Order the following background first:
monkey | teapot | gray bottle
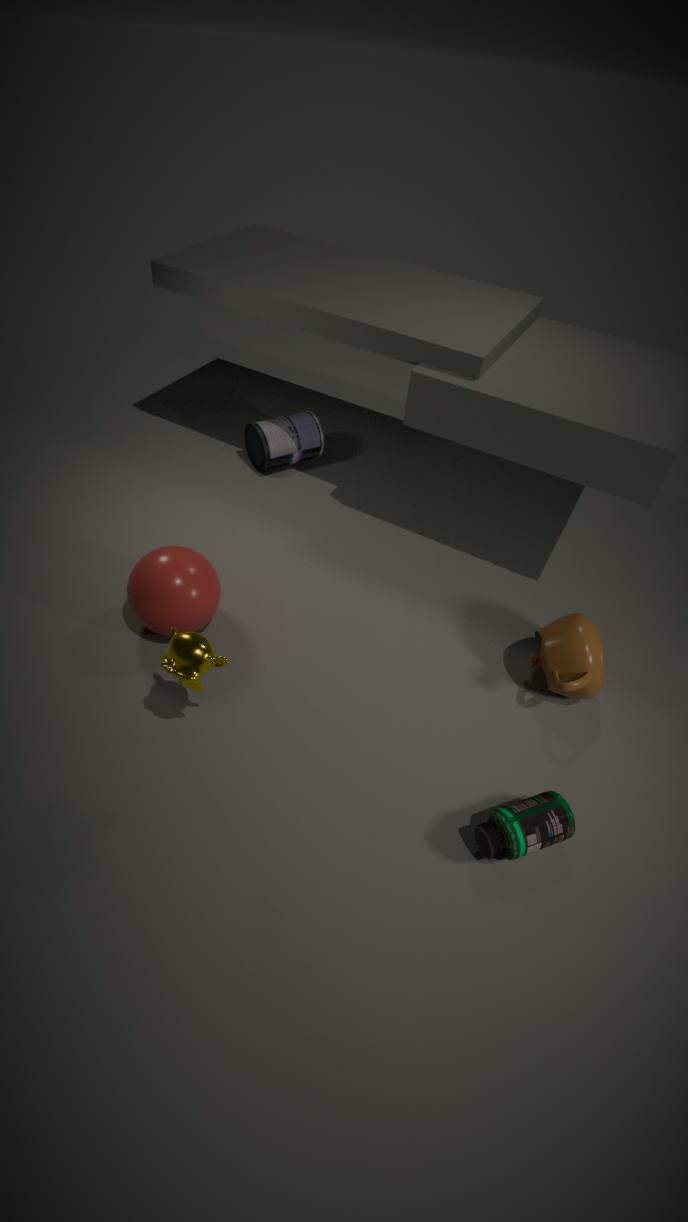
gray bottle → teapot → monkey
